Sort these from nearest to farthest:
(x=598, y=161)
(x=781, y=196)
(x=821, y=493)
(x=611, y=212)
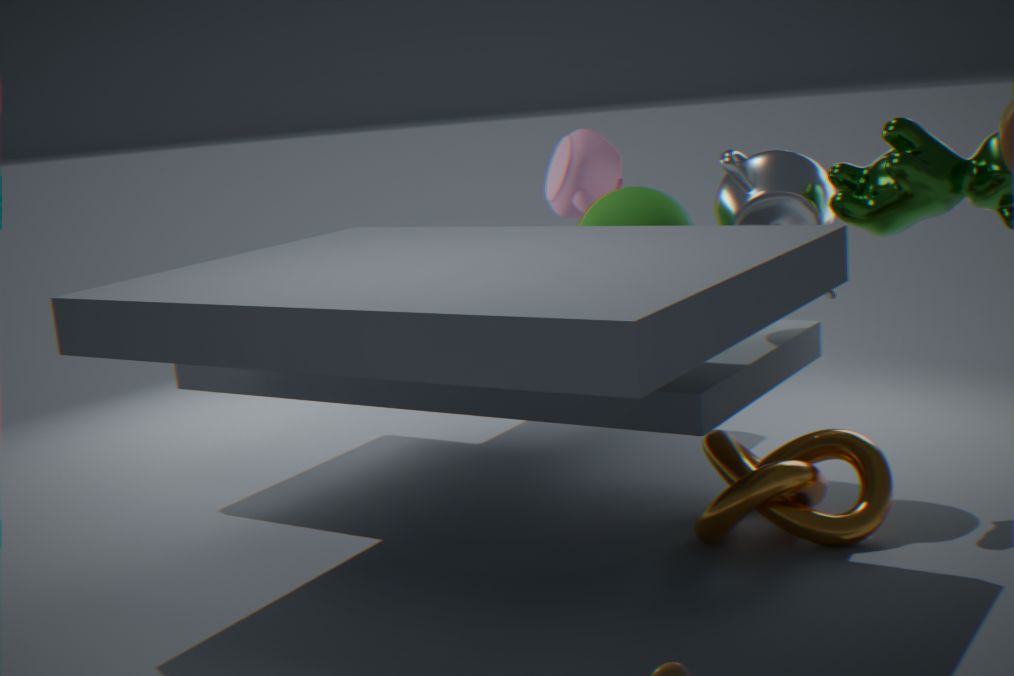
(x=821, y=493), (x=781, y=196), (x=611, y=212), (x=598, y=161)
